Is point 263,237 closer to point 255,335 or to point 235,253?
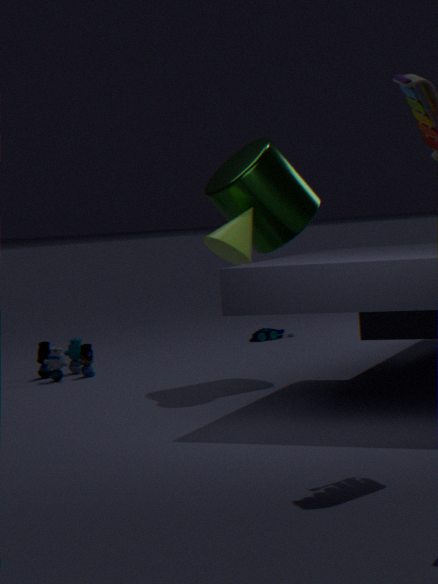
point 235,253
